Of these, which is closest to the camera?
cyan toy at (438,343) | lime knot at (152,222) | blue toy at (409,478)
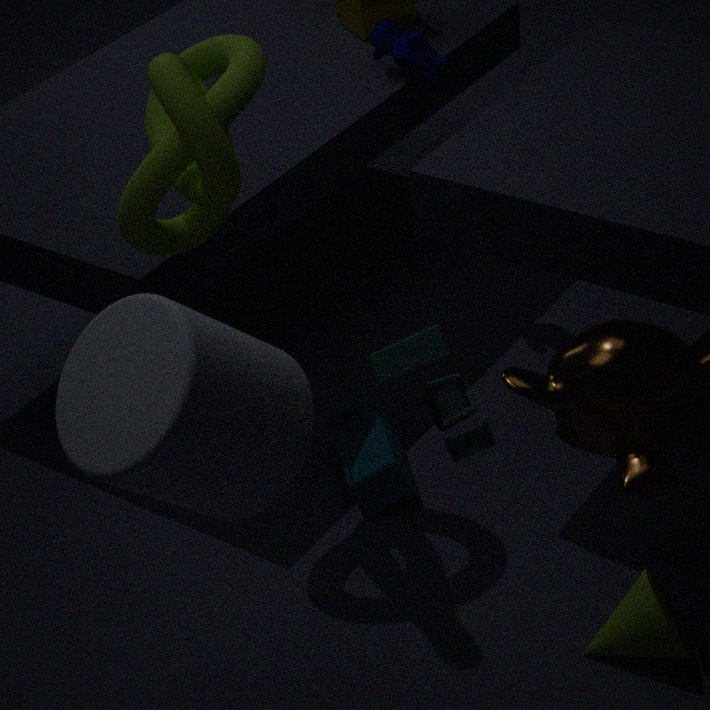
cyan toy at (438,343)
